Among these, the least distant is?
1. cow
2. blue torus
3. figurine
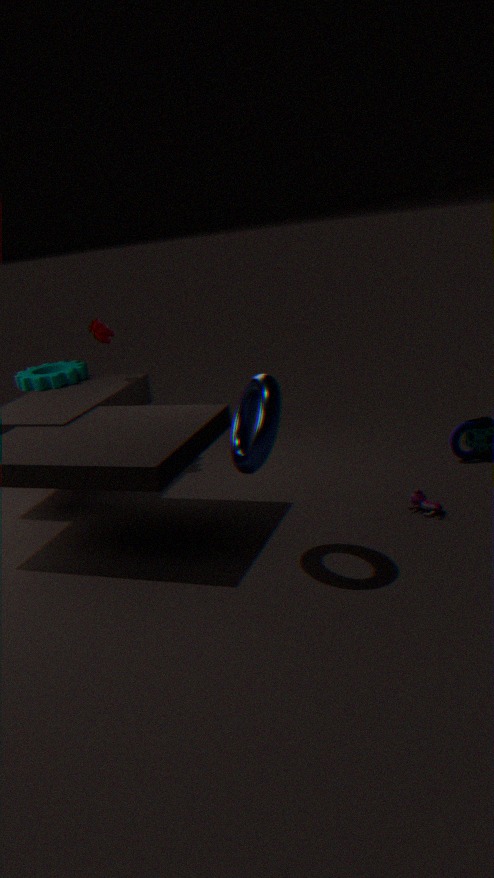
blue torus
